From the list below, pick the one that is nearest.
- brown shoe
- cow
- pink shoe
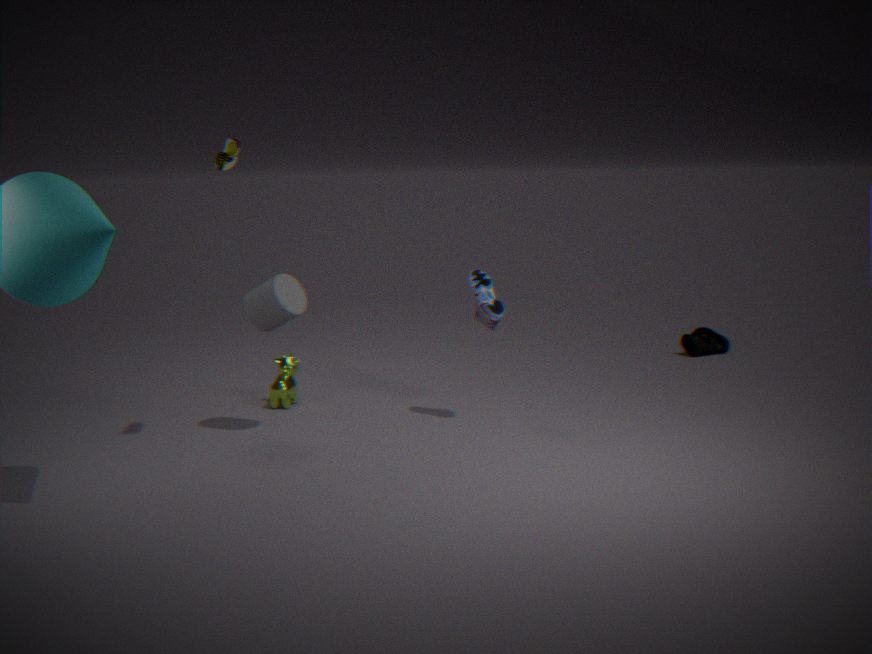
brown shoe
